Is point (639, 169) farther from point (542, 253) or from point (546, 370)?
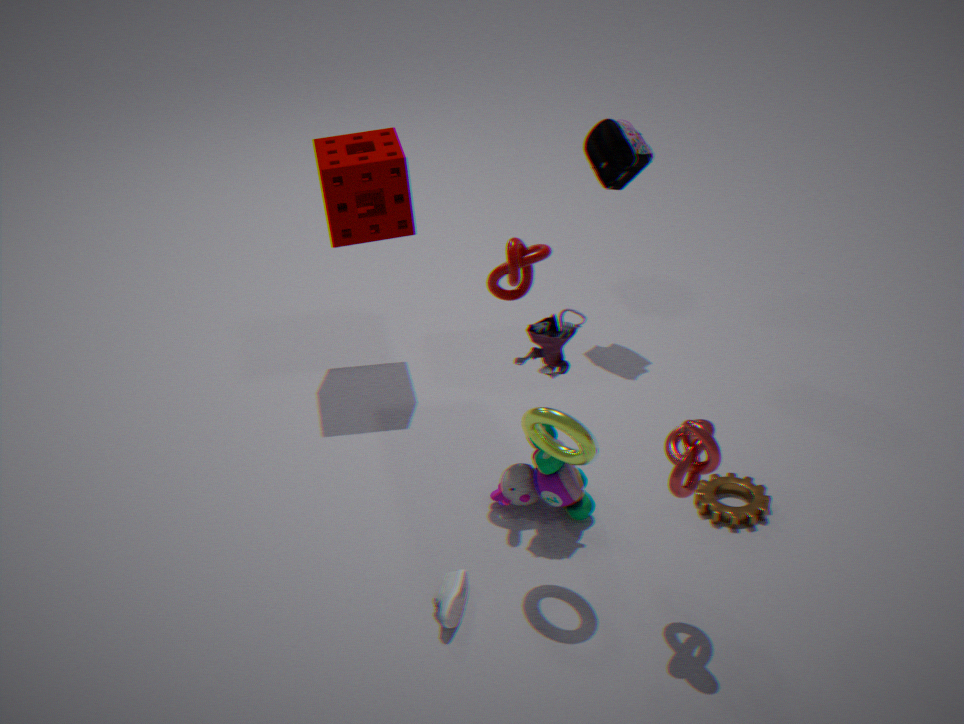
point (546, 370)
